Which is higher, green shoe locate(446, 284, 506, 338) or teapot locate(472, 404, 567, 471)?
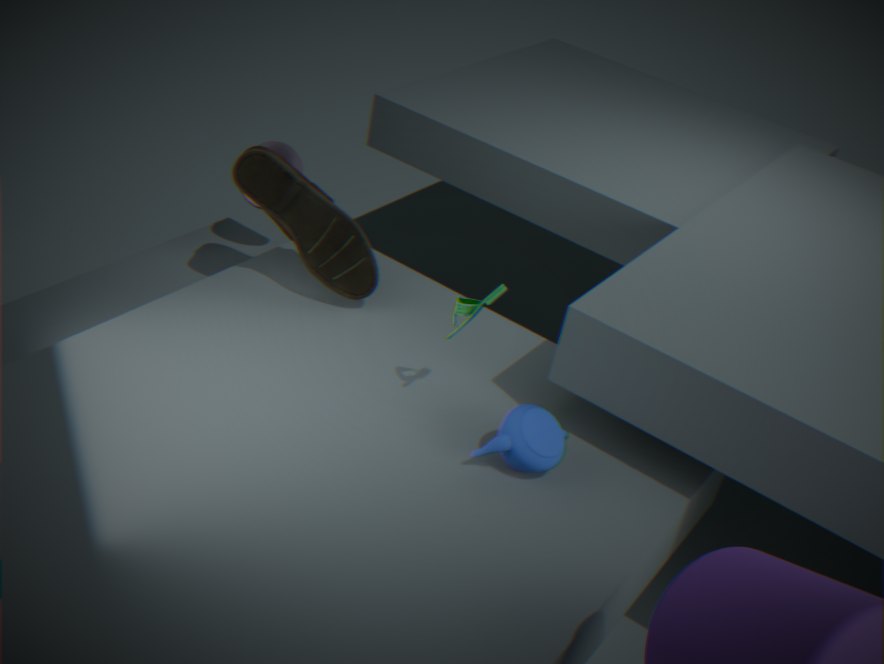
green shoe locate(446, 284, 506, 338)
